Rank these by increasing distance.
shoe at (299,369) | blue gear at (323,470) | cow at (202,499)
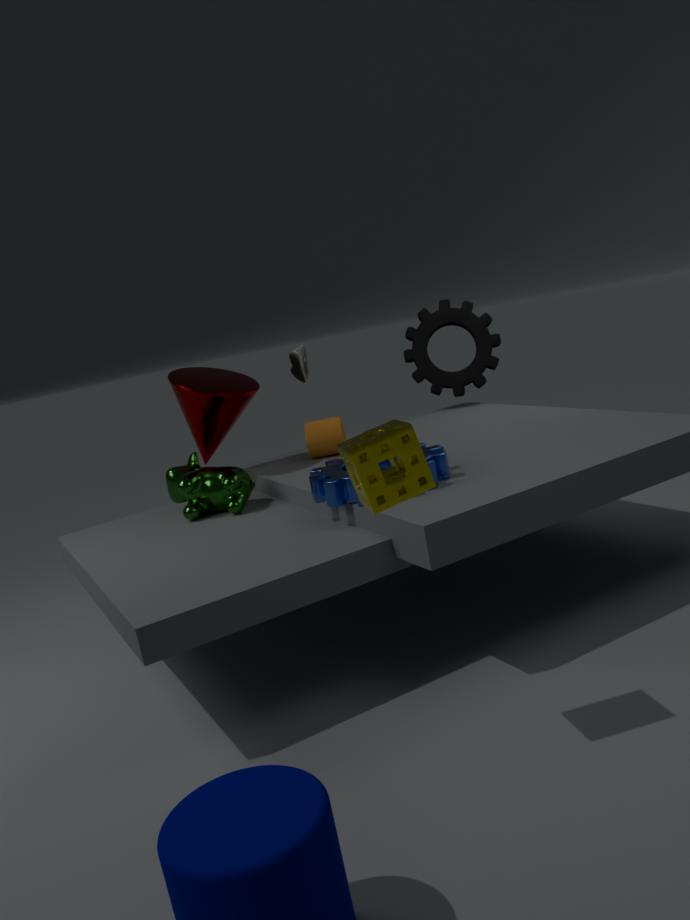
blue gear at (323,470) < cow at (202,499) < shoe at (299,369)
